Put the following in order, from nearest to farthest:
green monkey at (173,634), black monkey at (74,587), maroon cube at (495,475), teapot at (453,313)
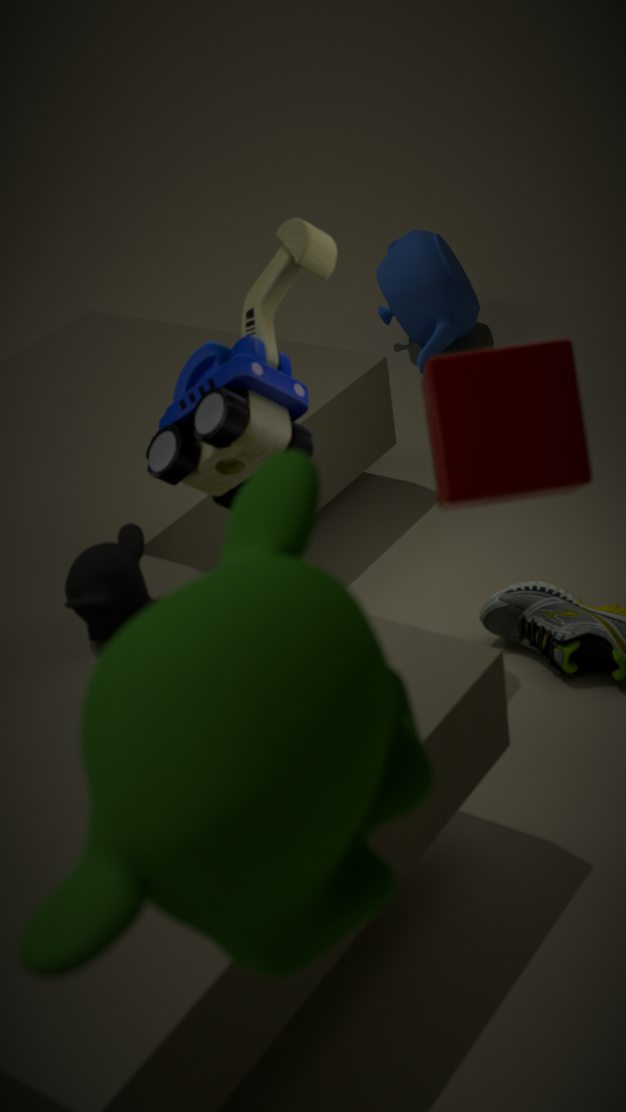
green monkey at (173,634)
maroon cube at (495,475)
black monkey at (74,587)
teapot at (453,313)
